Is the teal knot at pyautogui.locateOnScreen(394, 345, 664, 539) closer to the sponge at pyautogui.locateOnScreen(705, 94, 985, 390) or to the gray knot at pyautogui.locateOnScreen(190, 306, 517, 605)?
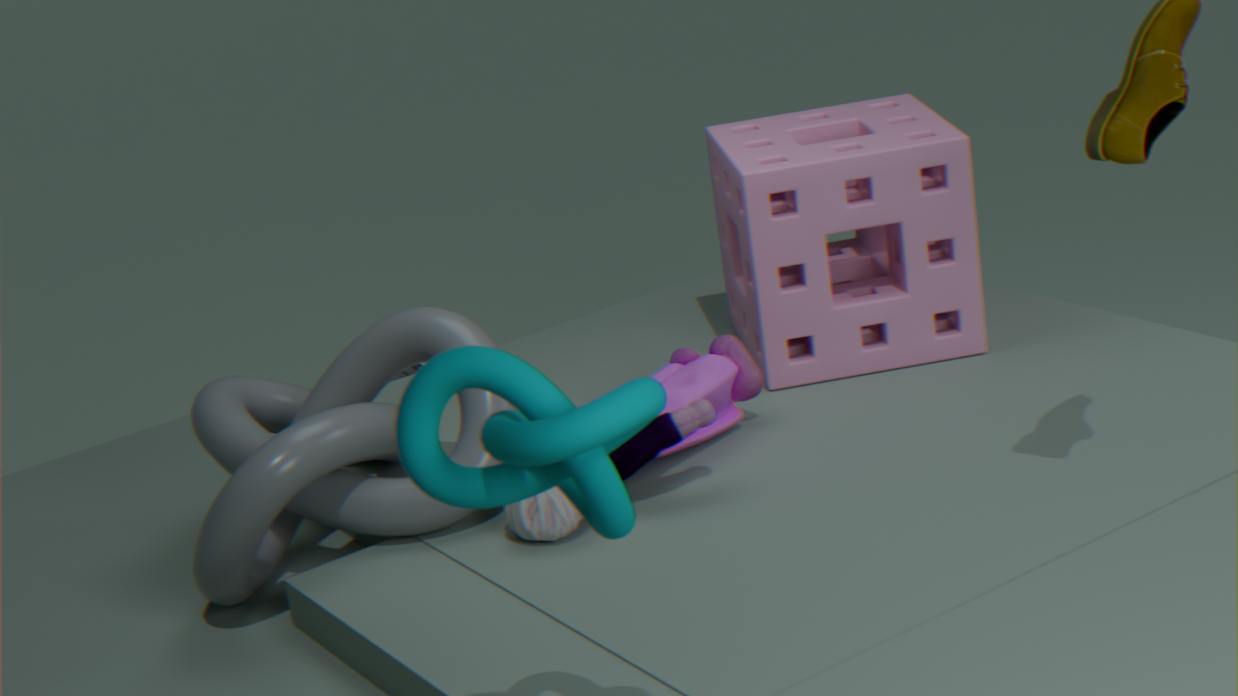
the gray knot at pyautogui.locateOnScreen(190, 306, 517, 605)
